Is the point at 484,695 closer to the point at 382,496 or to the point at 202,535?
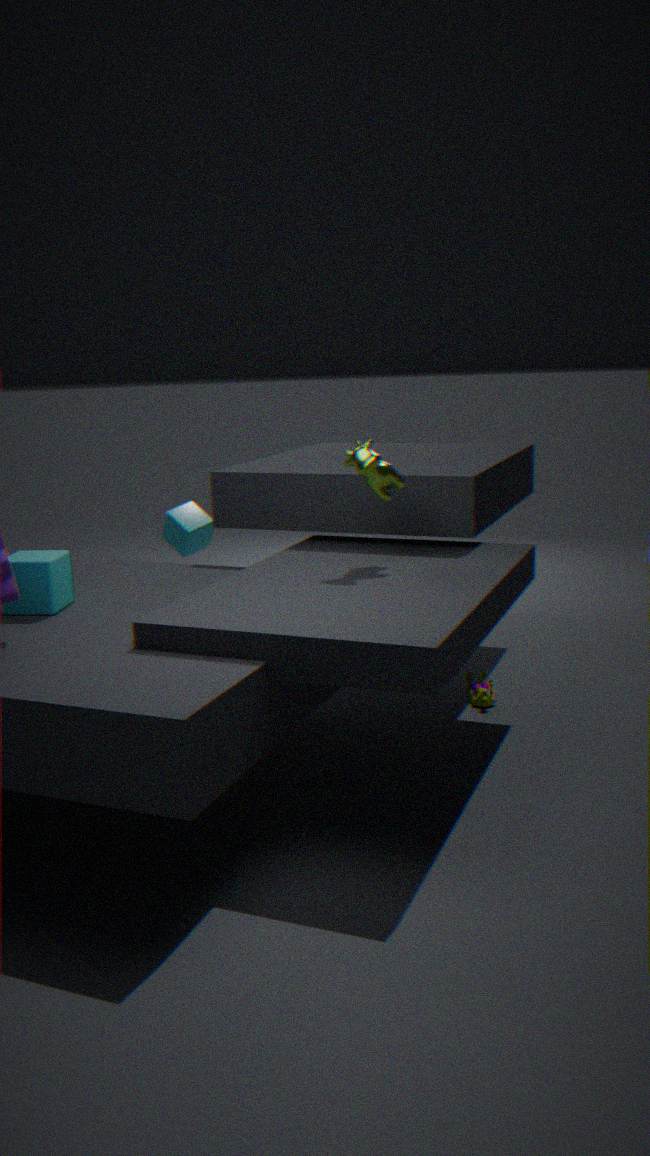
the point at 382,496
